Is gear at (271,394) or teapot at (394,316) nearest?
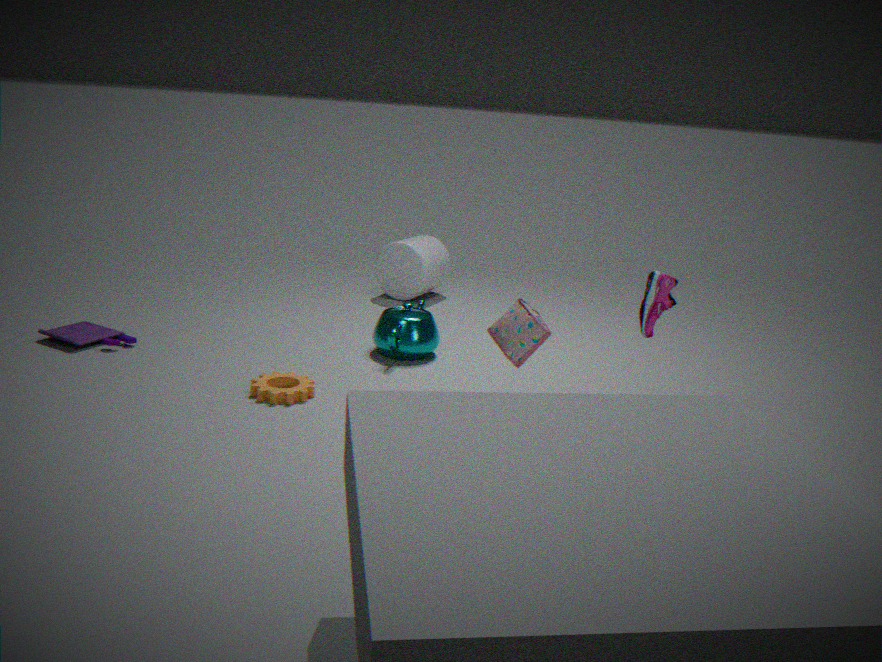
gear at (271,394)
